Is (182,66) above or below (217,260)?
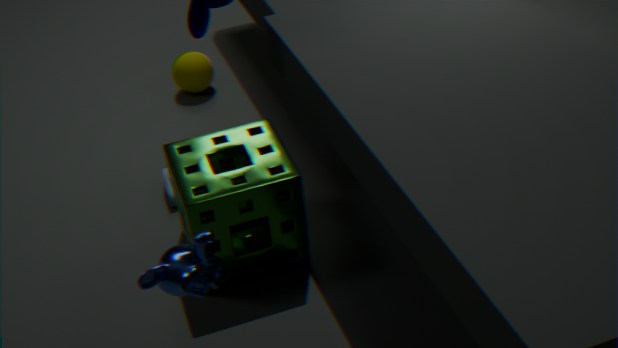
below
